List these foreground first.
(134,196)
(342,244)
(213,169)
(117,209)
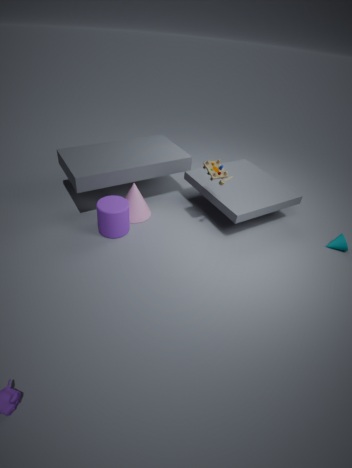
(213,169), (117,209), (342,244), (134,196)
